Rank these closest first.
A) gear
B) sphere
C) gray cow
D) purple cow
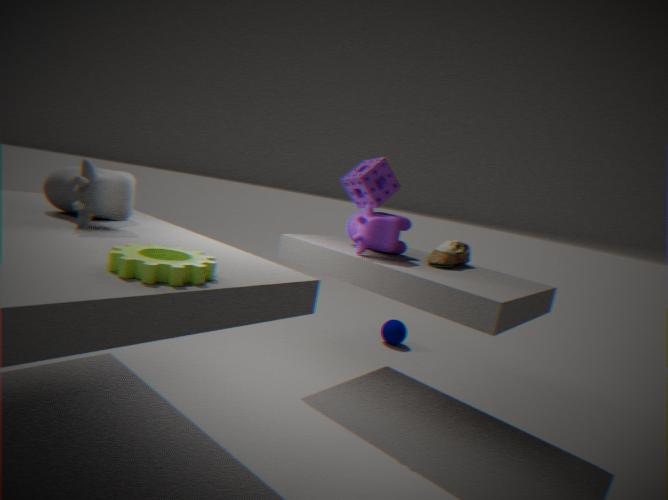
gear, gray cow, purple cow, sphere
